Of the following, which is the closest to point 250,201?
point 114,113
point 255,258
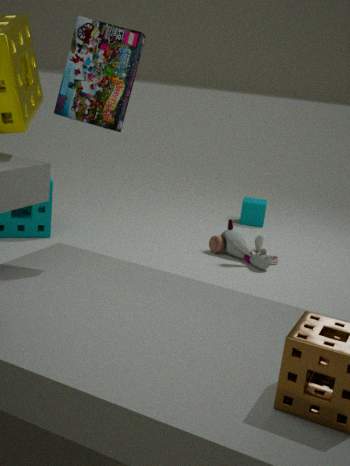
point 255,258
